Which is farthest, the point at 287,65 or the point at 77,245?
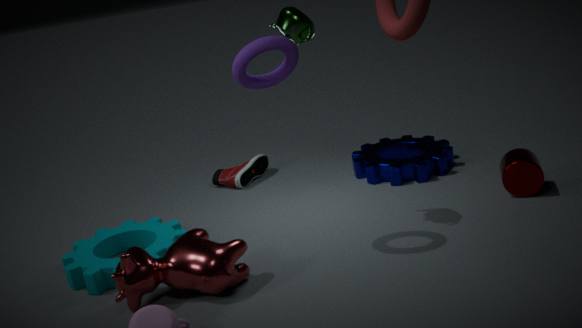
the point at 77,245
